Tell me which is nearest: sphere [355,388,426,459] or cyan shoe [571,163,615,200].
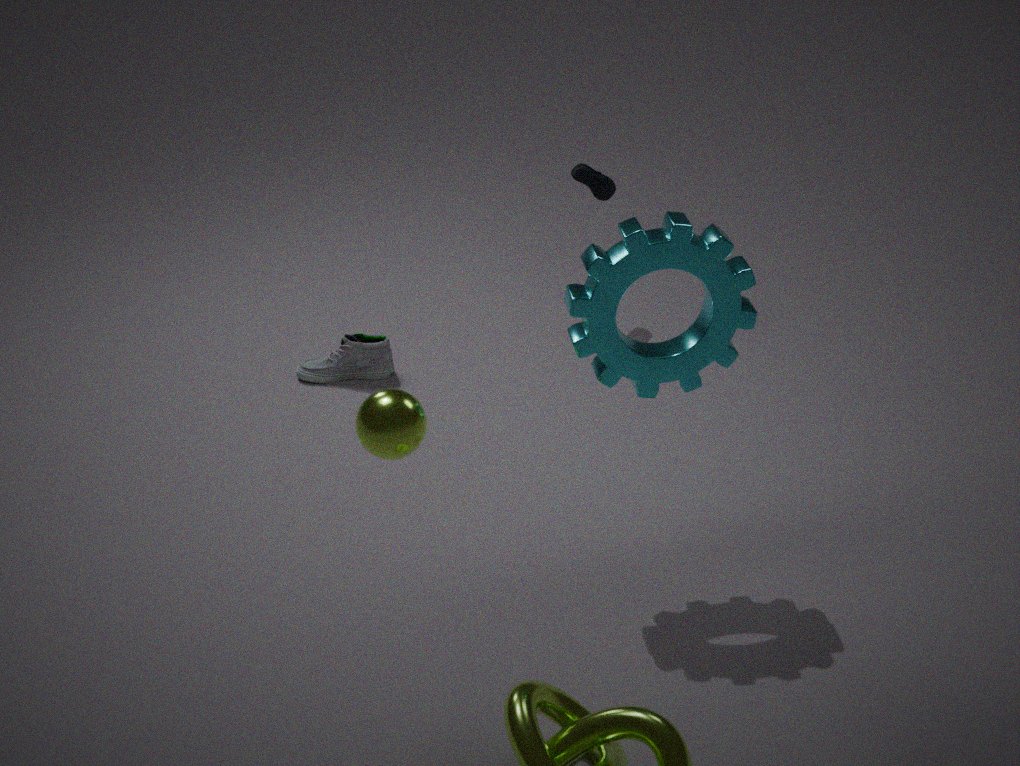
sphere [355,388,426,459]
